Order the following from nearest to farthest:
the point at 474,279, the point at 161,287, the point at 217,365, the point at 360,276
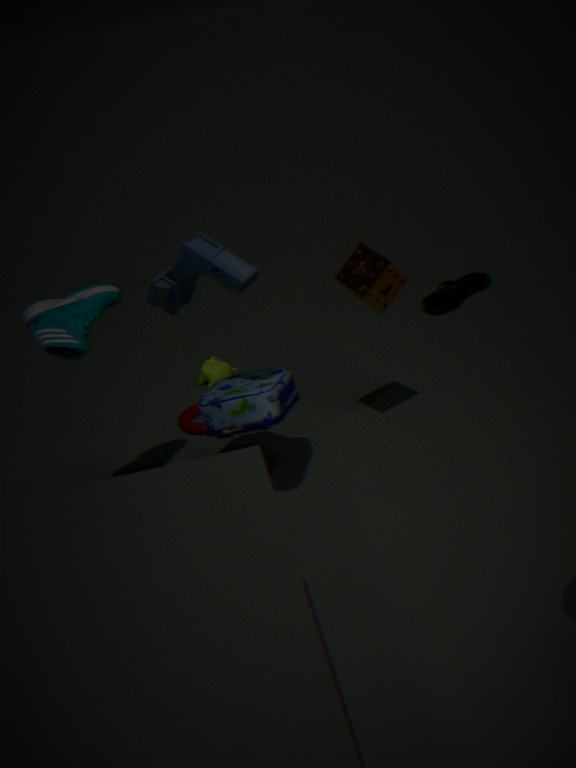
the point at 161,287 → the point at 360,276 → the point at 217,365 → the point at 474,279
